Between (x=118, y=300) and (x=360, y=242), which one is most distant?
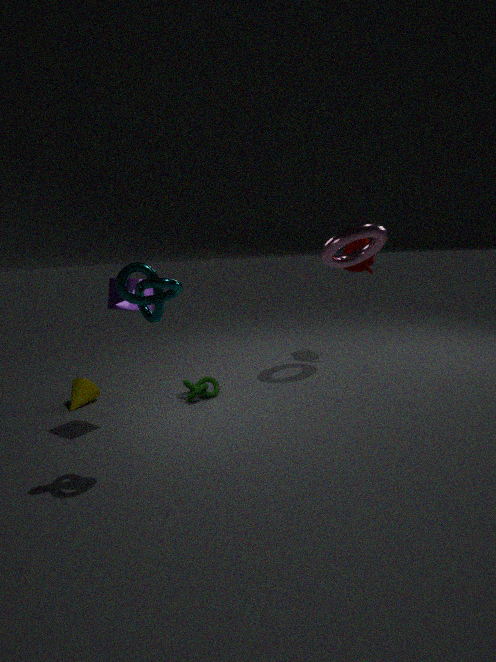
(x=360, y=242)
